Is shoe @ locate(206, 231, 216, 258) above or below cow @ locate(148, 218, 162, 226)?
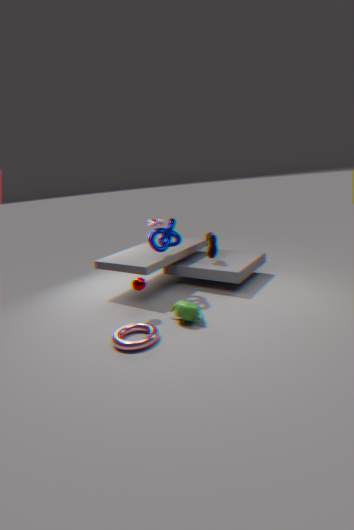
below
